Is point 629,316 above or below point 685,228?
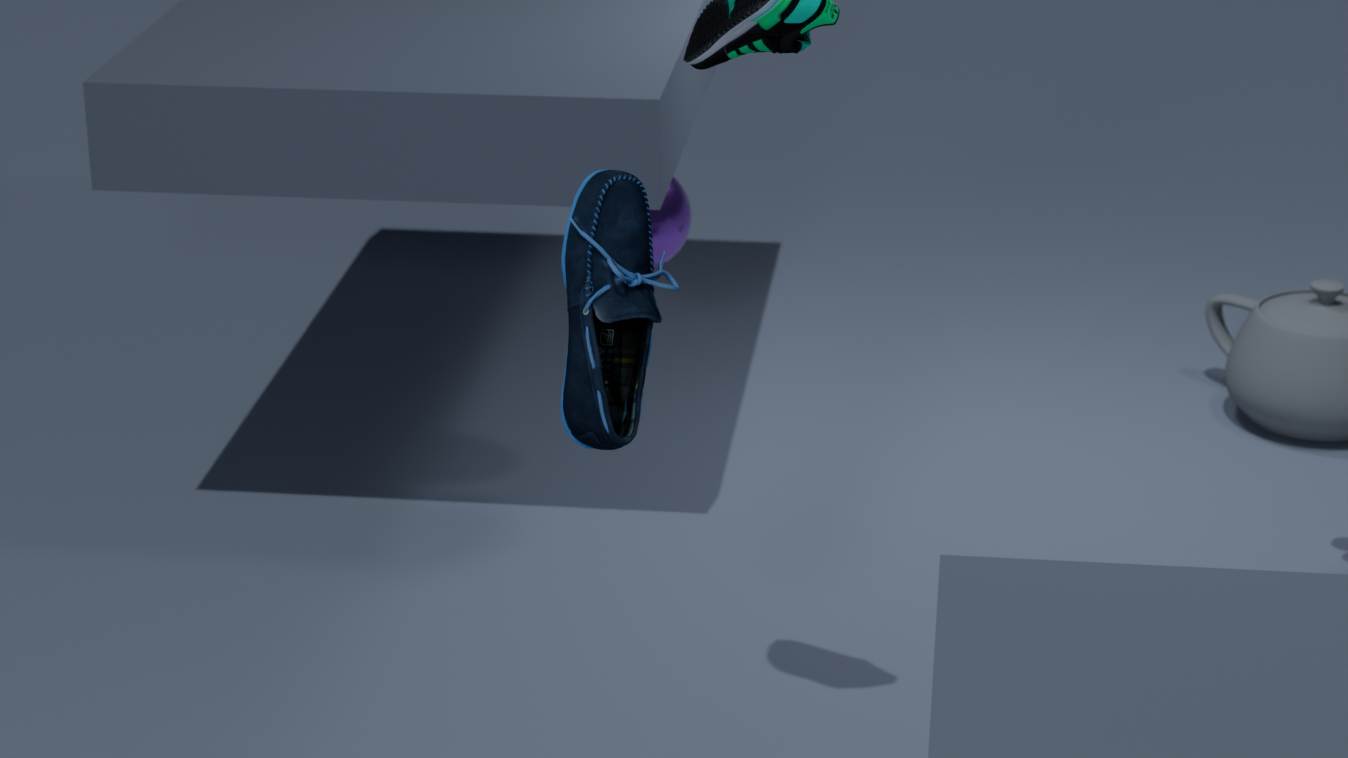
above
